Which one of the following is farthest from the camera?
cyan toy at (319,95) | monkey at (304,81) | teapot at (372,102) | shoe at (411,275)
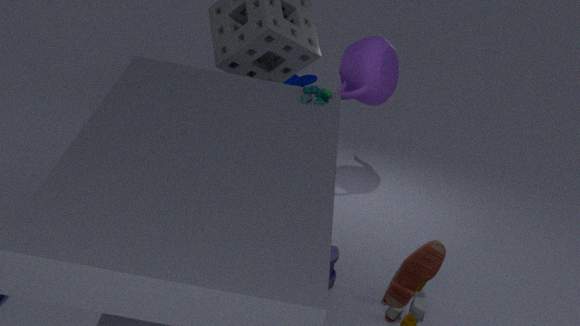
monkey at (304,81)
